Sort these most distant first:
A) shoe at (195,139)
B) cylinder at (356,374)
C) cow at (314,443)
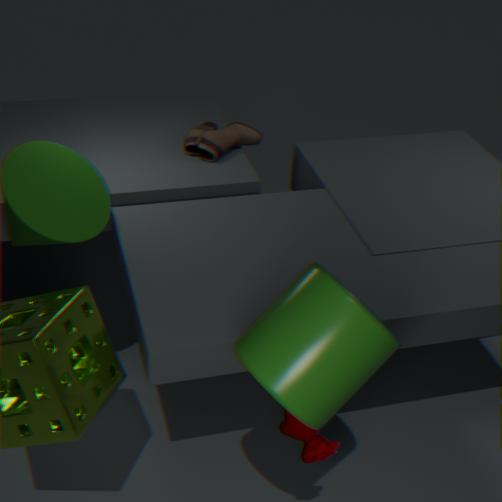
shoe at (195,139) < cow at (314,443) < cylinder at (356,374)
